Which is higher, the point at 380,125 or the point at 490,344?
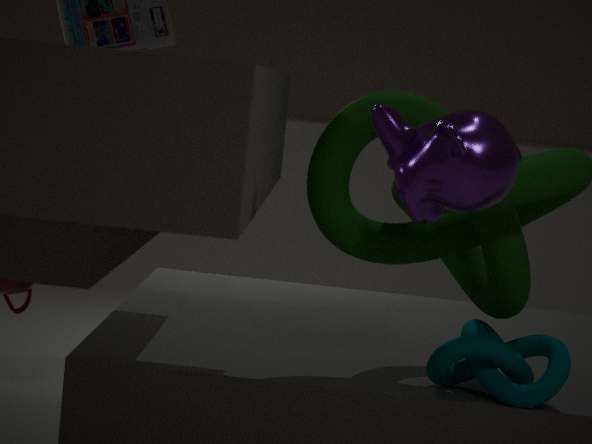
the point at 380,125
